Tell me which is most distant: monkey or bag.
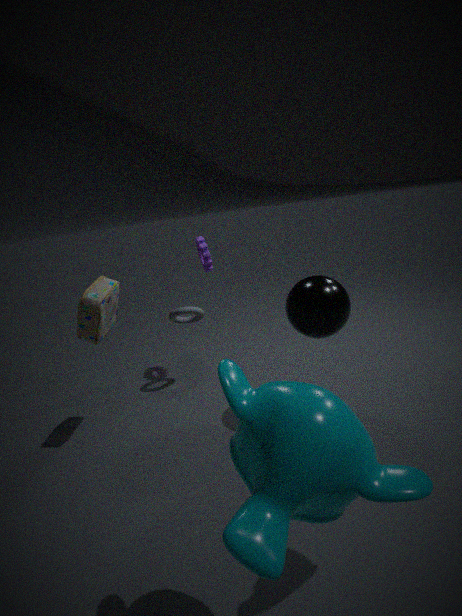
bag
